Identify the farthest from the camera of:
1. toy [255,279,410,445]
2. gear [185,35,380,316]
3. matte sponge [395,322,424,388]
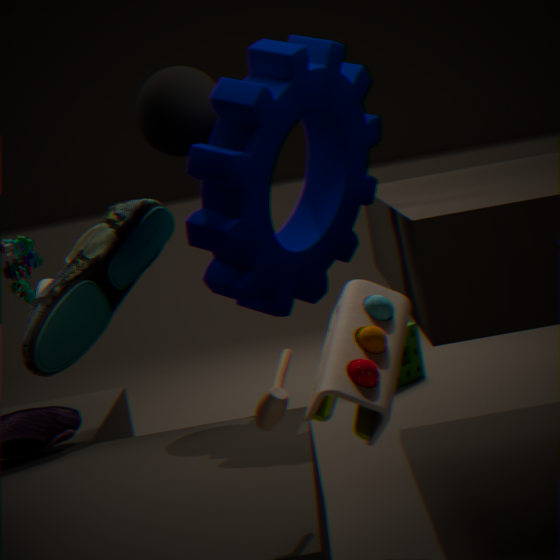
matte sponge [395,322,424,388]
